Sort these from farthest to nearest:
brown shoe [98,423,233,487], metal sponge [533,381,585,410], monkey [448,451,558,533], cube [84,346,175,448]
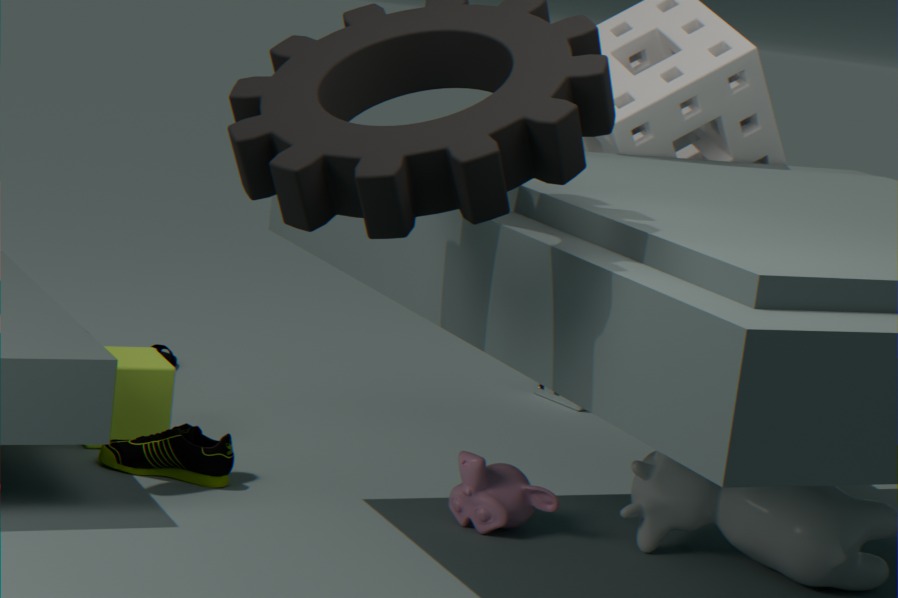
metal sponge [533,381,585,410] → cube [84,346,175,448] → brown shoe [98,423,233,487] → monkey [448,451,558,533]
